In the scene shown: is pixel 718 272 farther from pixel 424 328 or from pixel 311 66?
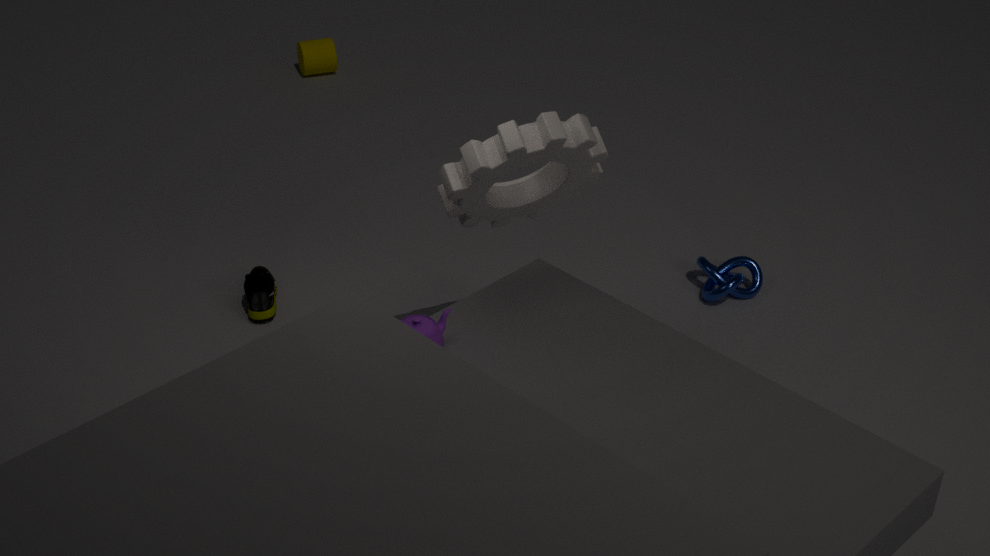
pixel 311 66
